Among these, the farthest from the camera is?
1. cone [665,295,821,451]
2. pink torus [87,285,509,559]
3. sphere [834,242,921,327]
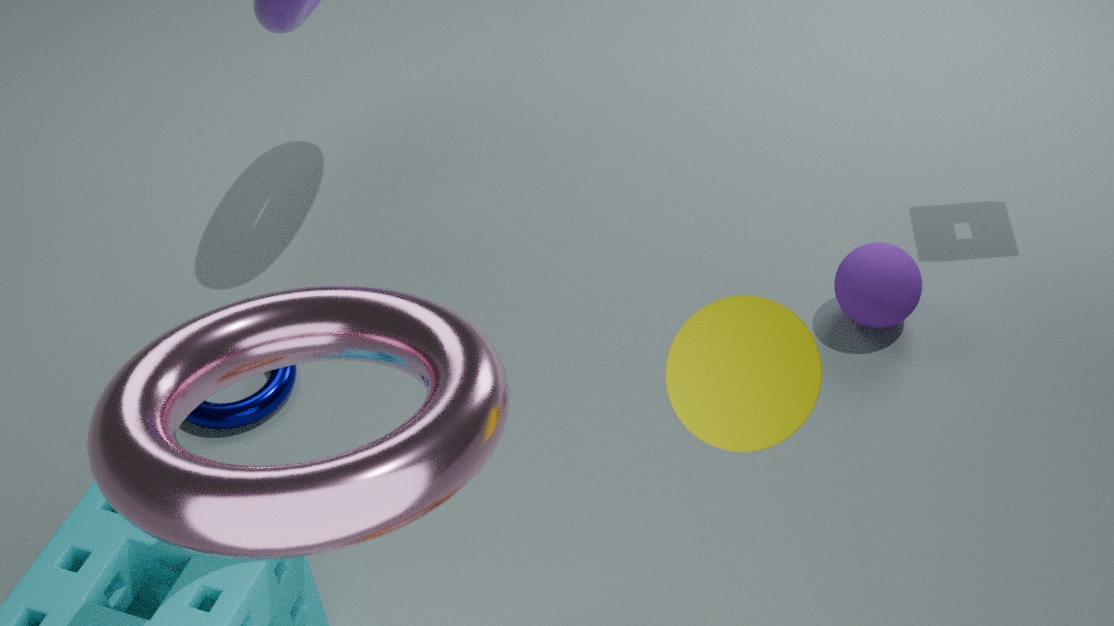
sphere [834,242,921,327]
